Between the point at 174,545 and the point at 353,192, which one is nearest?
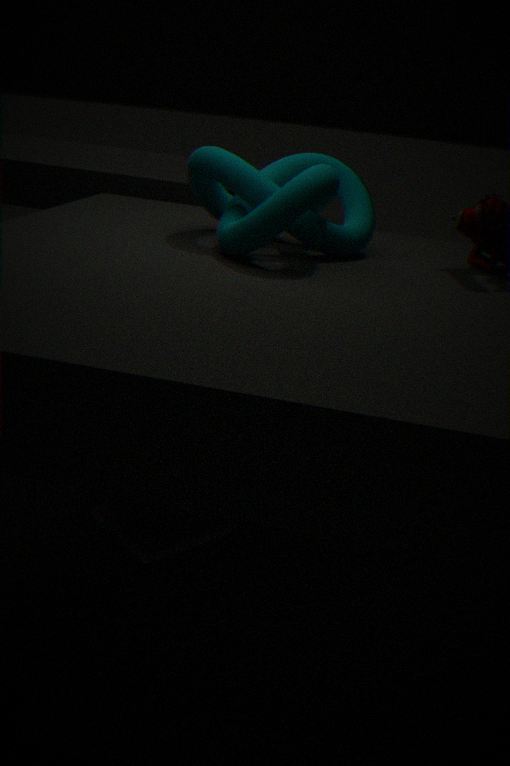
the point at 174,545
